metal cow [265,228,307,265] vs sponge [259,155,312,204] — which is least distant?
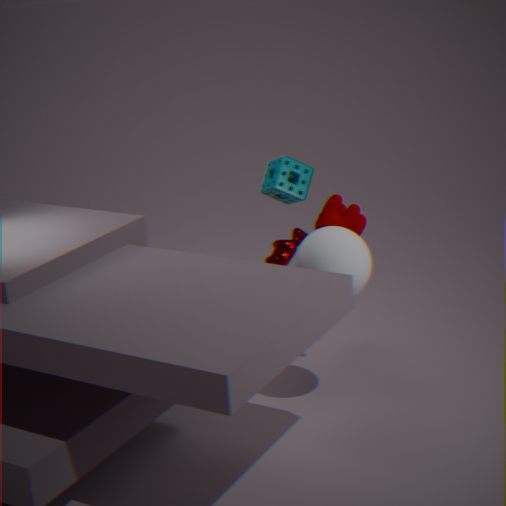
metal cow [265,228,307,265]
